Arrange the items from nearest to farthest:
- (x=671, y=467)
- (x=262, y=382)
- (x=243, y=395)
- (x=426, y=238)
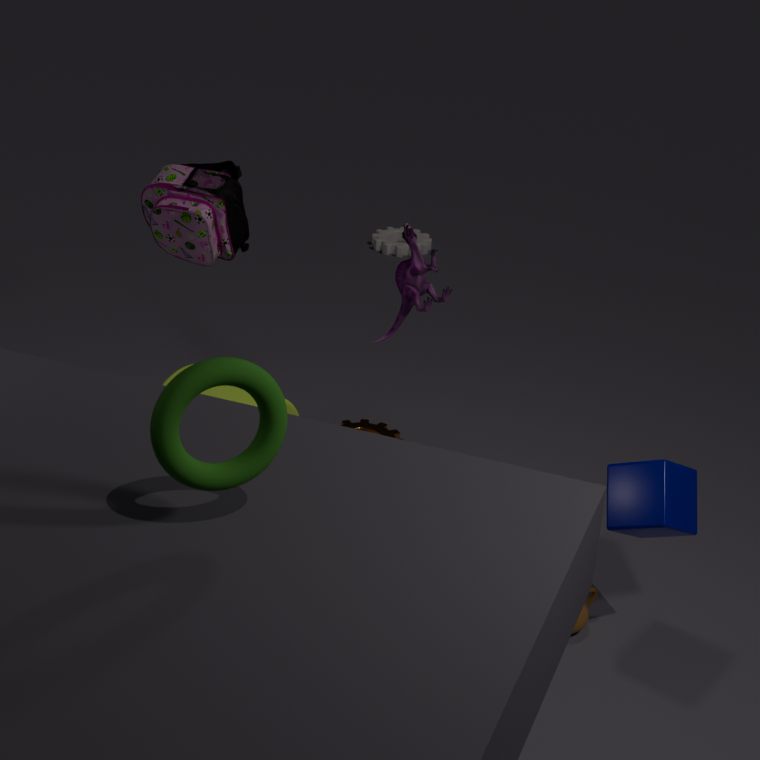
1. (x=262, y=382)
2. (x=671, y=467)
3. (x=243, y=395)
4. (x=426, y=238)
